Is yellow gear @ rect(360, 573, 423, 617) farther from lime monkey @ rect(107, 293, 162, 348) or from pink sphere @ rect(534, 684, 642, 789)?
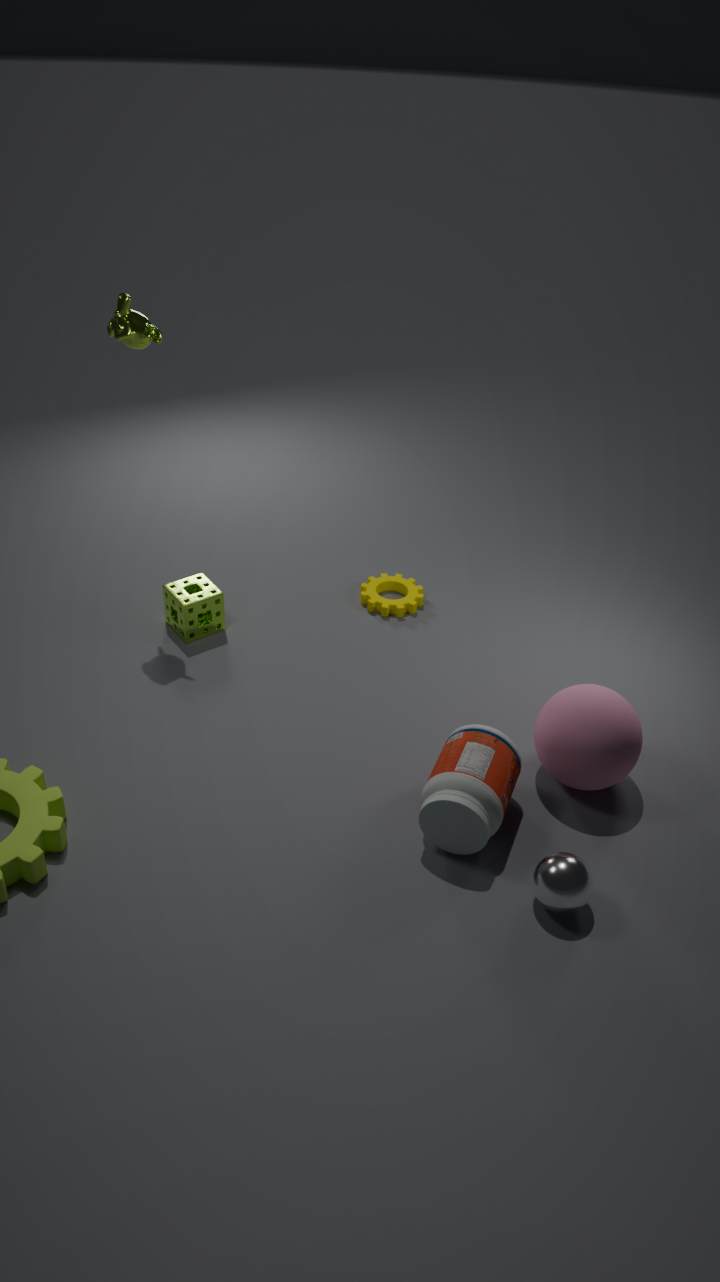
lime monkey @ rect(107, 293, 162, 348)
